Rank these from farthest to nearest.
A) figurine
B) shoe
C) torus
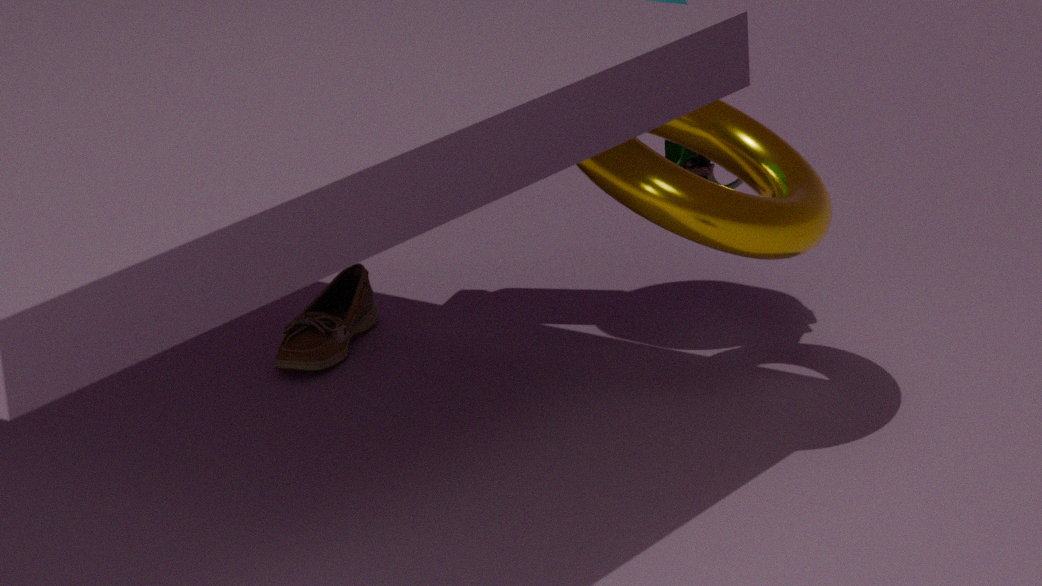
shoe → figurine → torus
